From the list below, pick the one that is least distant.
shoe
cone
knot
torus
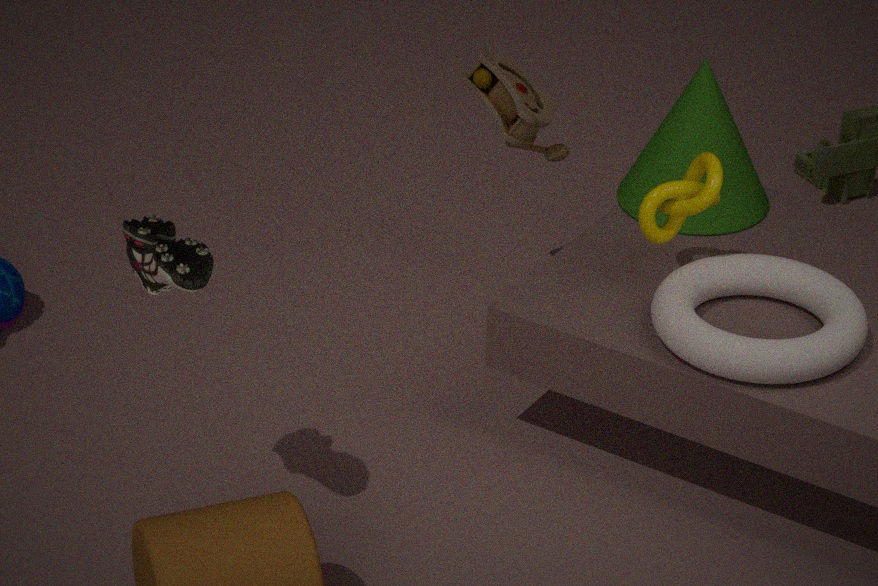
shoe
